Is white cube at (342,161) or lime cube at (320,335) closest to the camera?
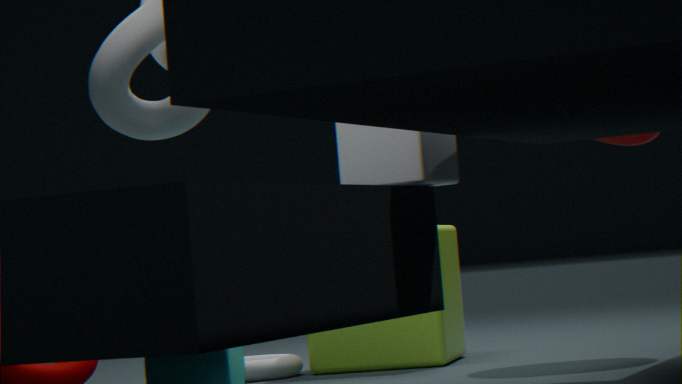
white cube at (342,161)
